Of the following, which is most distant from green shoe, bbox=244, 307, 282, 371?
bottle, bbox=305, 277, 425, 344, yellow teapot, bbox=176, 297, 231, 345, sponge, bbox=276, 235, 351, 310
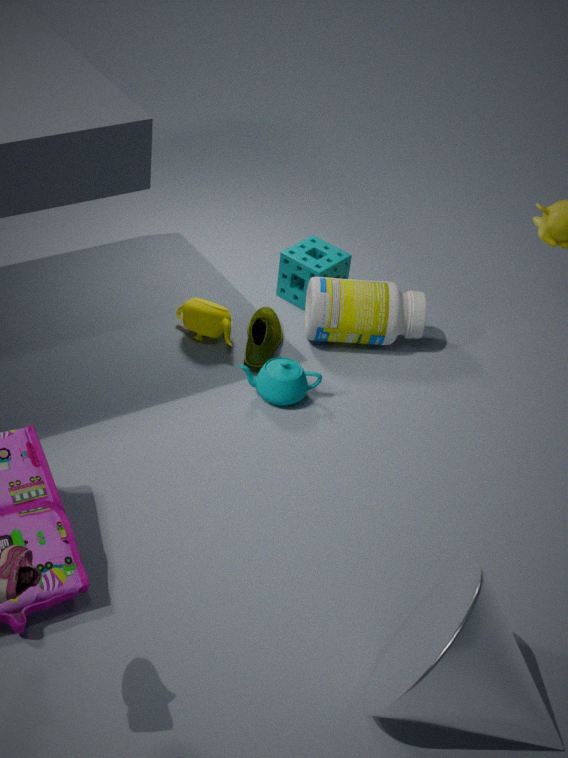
A: sponge, bbox=276, 235, 351, 310
